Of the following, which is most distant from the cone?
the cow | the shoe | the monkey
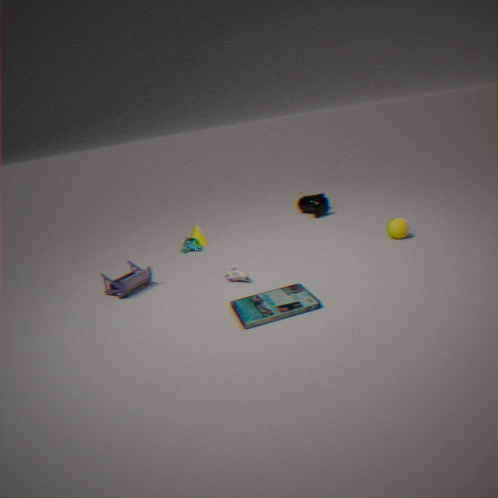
the cow
